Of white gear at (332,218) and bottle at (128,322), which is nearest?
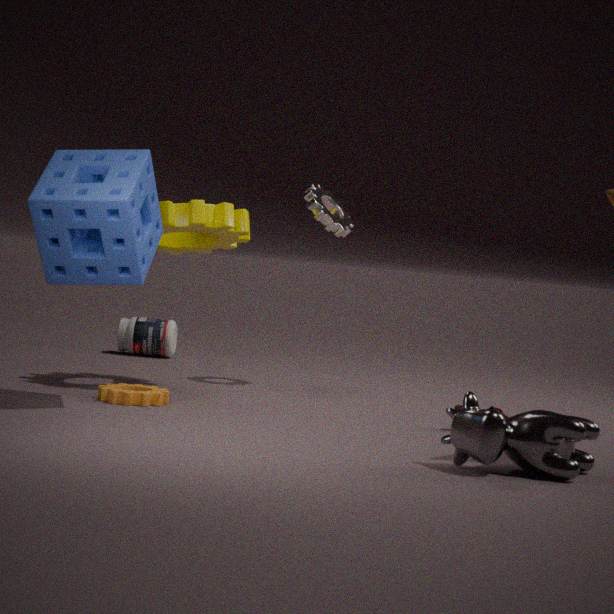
white gear at (332,218)
